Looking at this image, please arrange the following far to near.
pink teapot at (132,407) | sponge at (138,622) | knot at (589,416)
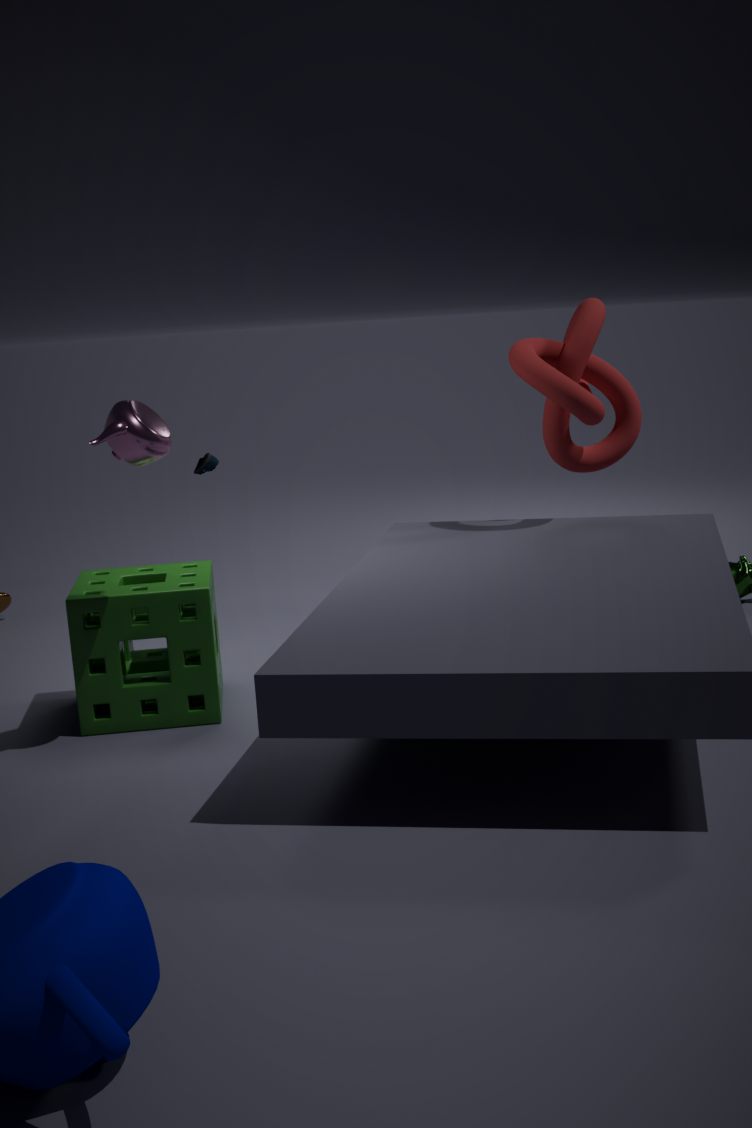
knot at (589,416), sponge at (138,622), pink teapot at (132,407)
